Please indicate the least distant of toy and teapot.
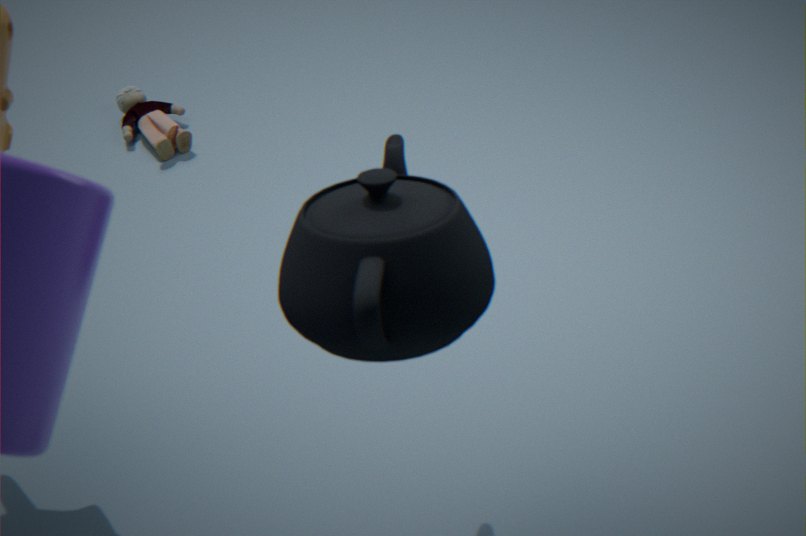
teapot
